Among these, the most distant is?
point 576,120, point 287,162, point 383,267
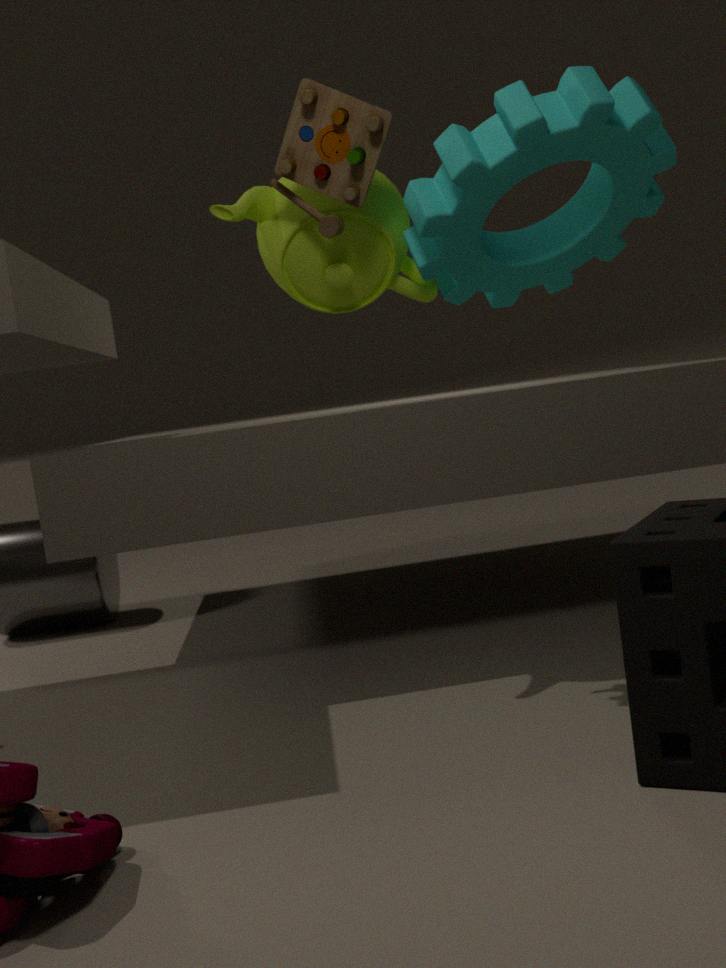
point 383,267
